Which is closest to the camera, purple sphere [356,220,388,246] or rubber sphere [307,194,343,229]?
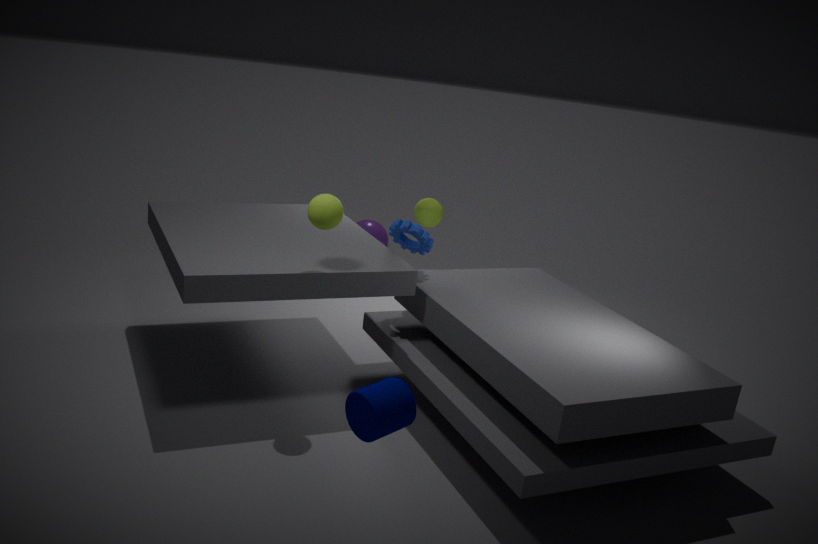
rubber sphere [307,194,343,229]
